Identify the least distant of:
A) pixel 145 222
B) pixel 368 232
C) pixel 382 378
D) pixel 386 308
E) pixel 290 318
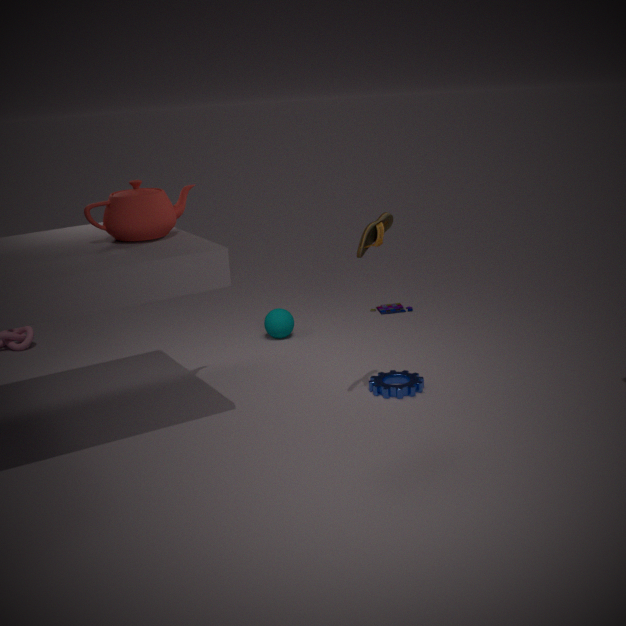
pixel 368 232
